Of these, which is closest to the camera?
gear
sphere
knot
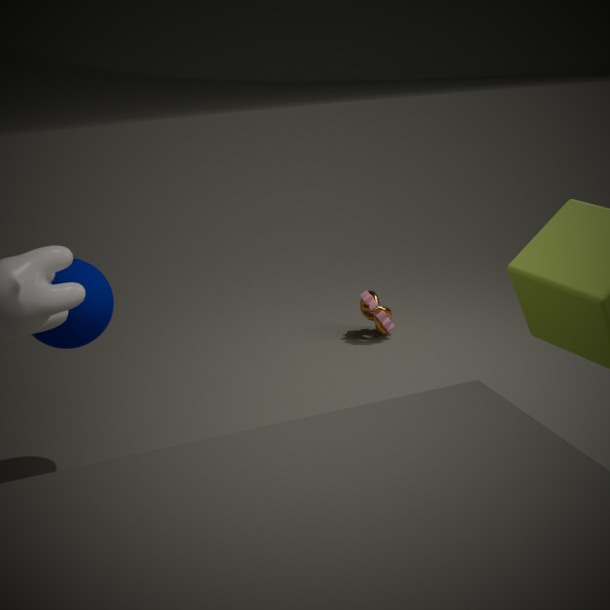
sphere
